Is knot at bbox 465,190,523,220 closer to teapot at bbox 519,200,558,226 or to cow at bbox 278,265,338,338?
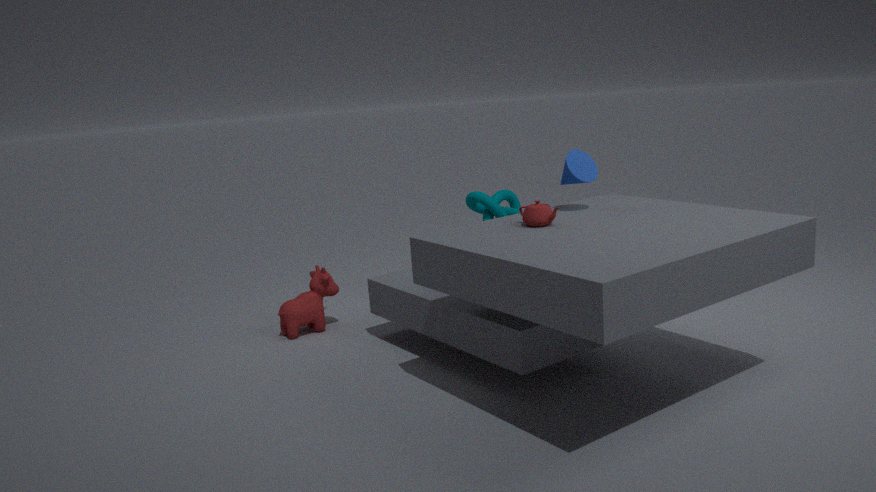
cow at bbox 278,265,338,338
